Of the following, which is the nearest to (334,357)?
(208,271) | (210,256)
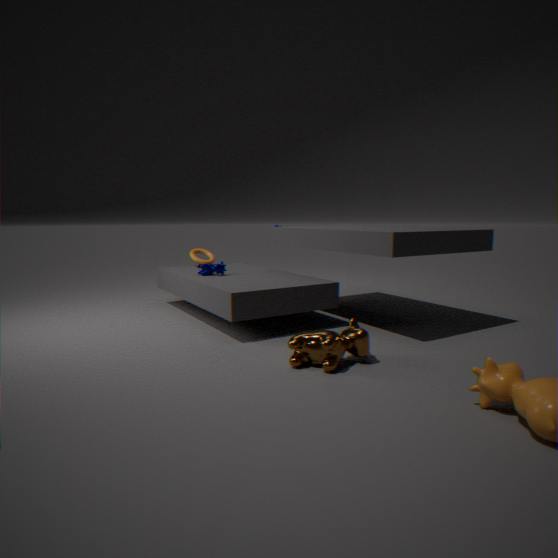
(208,271)
